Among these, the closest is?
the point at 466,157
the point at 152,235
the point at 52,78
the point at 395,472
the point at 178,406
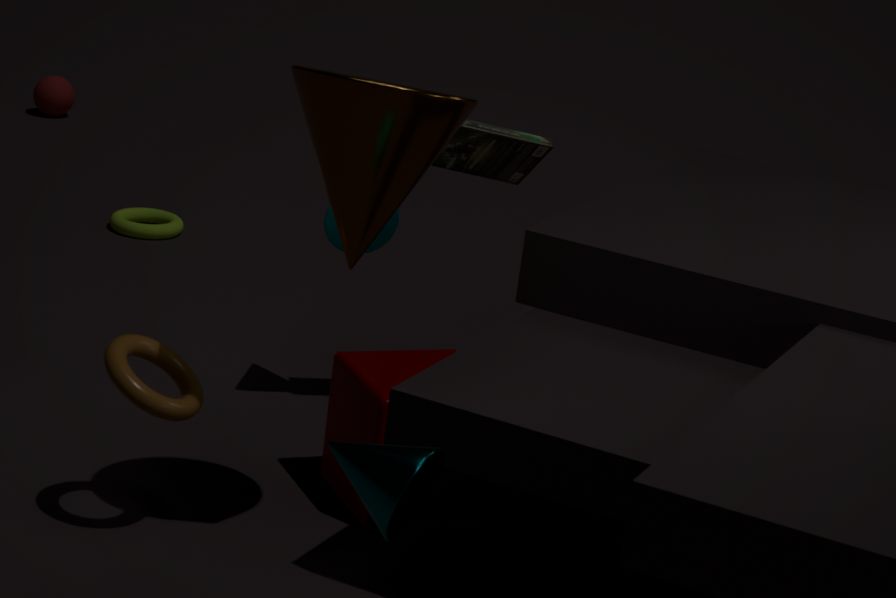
the point at 395,472
